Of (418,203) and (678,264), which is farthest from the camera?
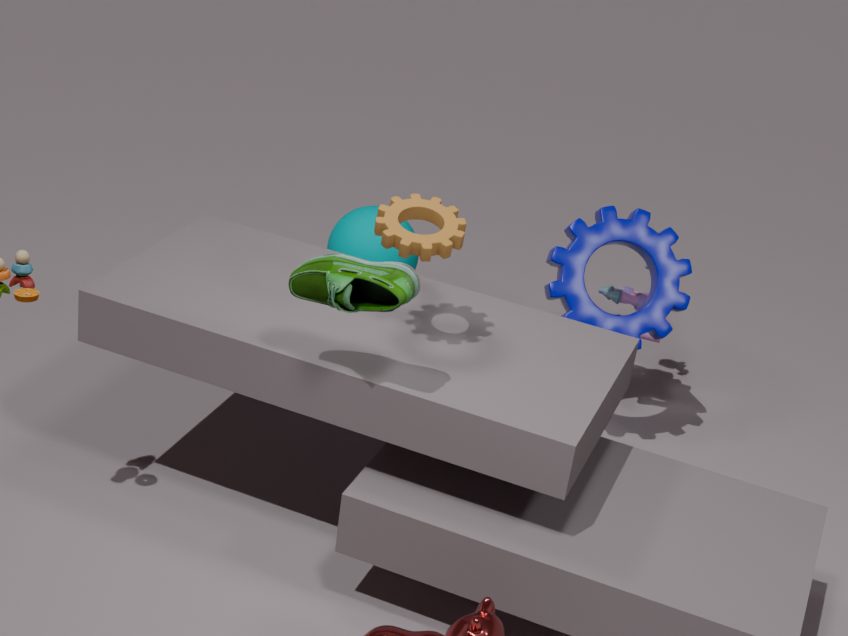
(678,264)
